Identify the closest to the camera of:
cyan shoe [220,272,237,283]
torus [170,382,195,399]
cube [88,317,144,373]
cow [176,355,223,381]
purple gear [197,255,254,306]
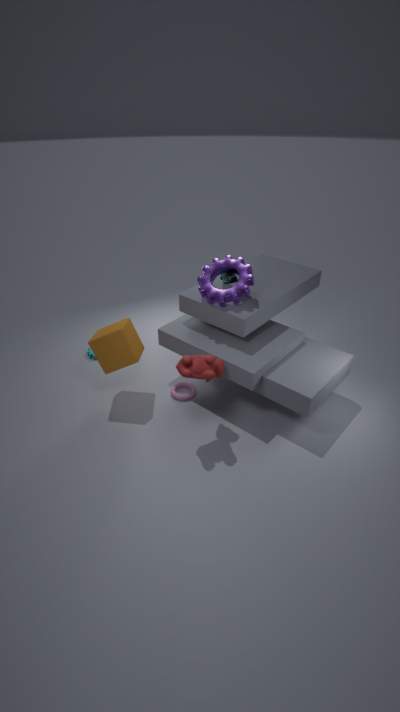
cow [176,355,223,381]
